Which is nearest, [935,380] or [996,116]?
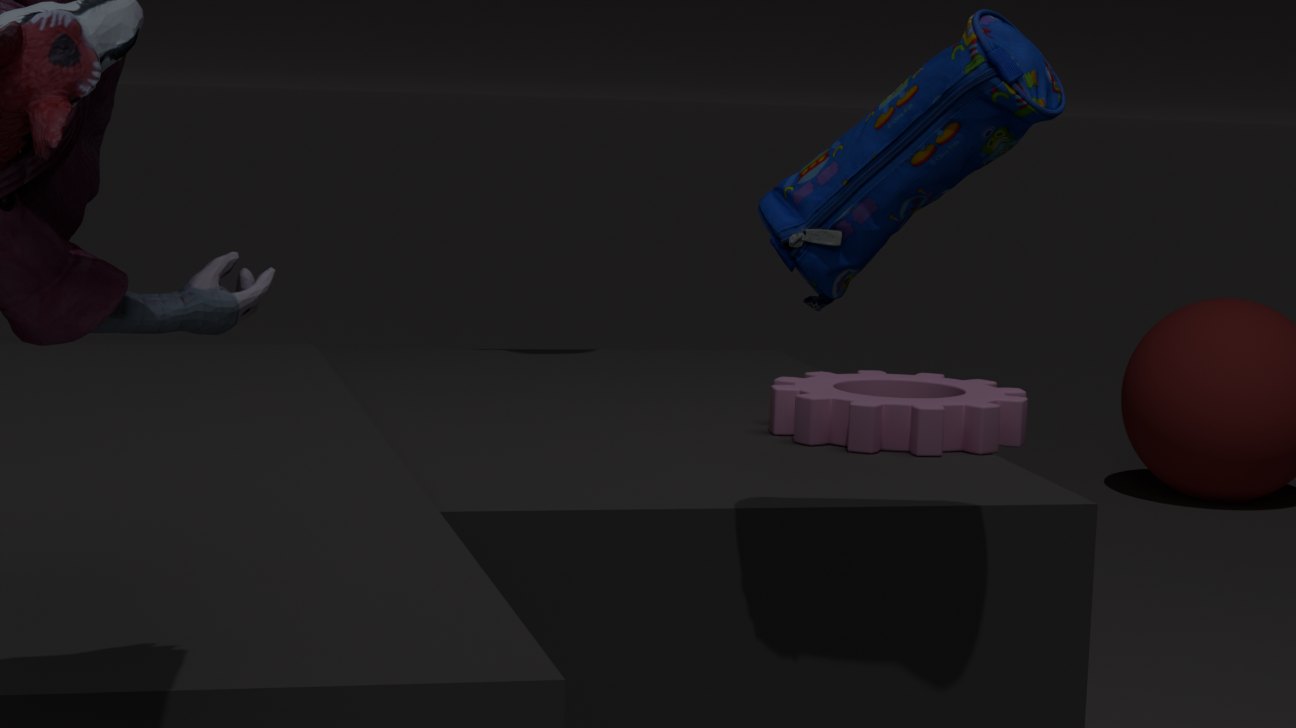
[996,116]
